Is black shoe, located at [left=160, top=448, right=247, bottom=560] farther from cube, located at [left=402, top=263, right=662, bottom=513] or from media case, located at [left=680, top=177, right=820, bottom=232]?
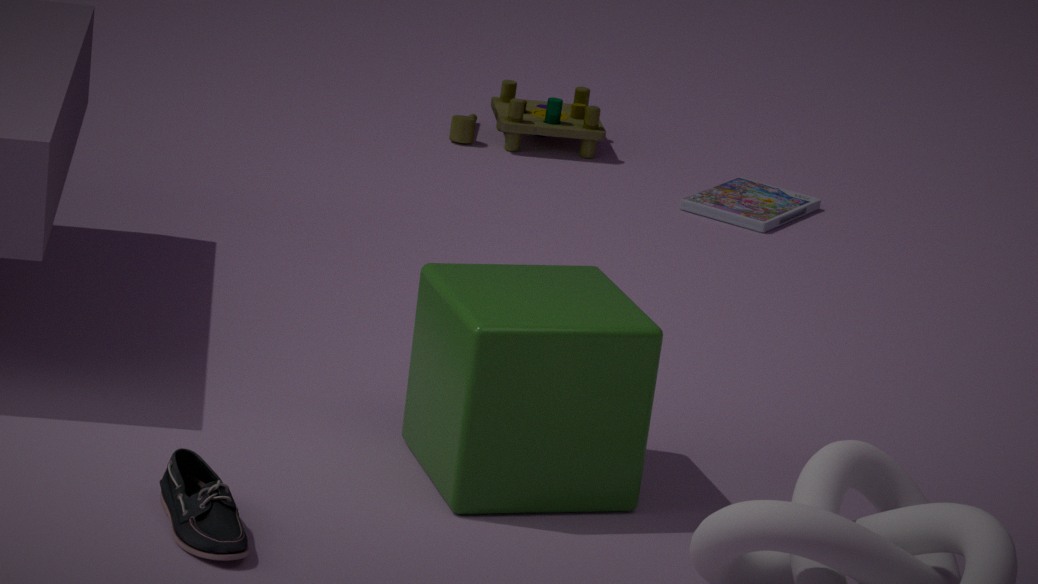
media case, located at [left=680, top=177, right=820, bottom=232]
